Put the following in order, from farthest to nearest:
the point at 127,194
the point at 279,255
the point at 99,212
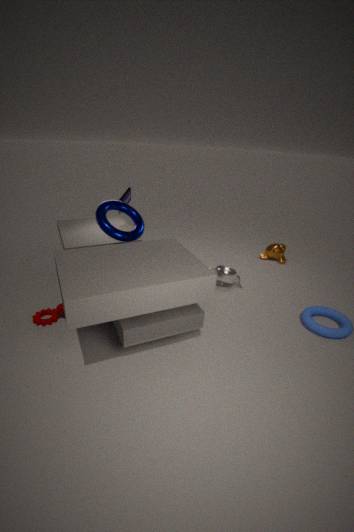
1. the point at 279,255
2. the point at 127,194
3. the point at 99,212
